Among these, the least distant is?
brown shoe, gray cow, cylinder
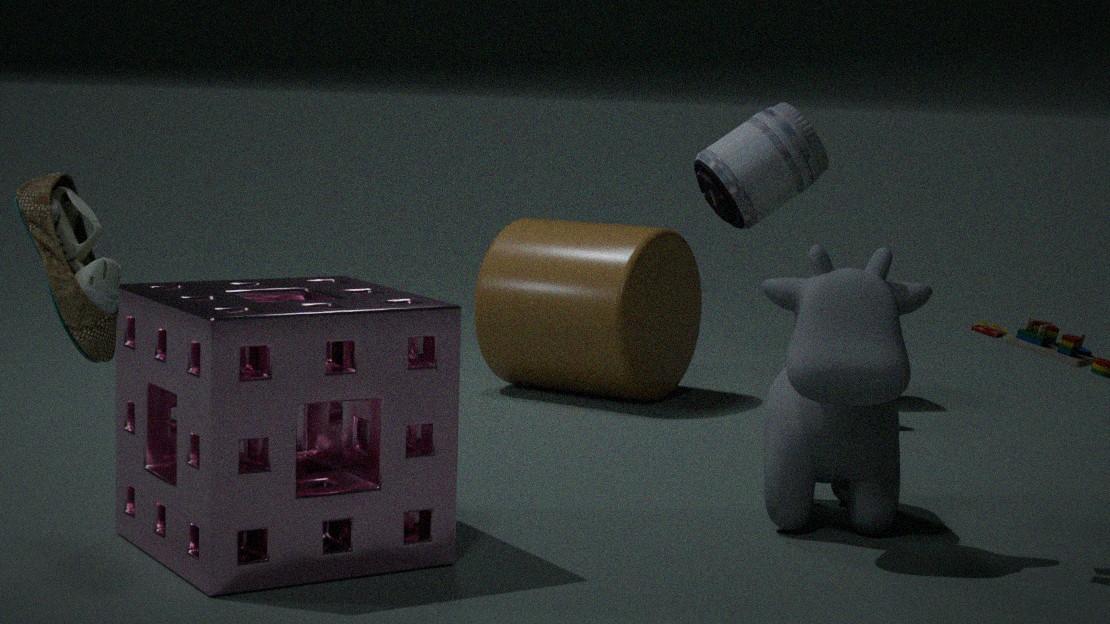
brown shoe
